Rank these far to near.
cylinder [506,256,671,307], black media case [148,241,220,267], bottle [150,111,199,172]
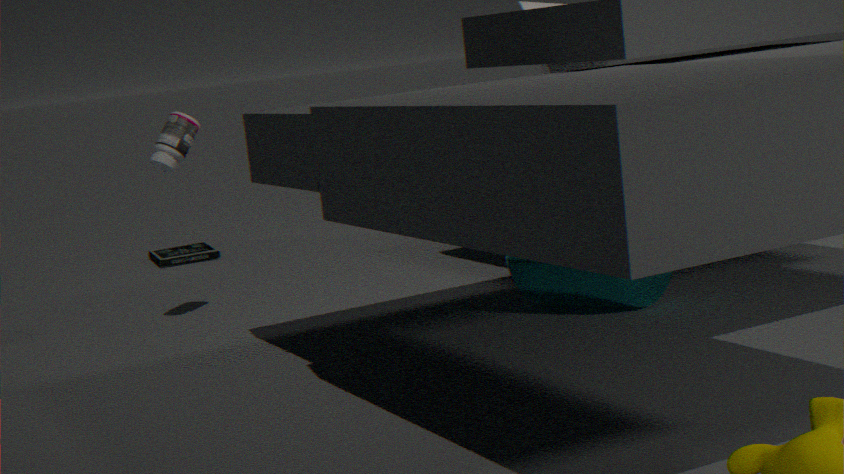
black media case [148,241,220,267] → bottle [150,111,199,172] → cylinder [506,256,671,307]
